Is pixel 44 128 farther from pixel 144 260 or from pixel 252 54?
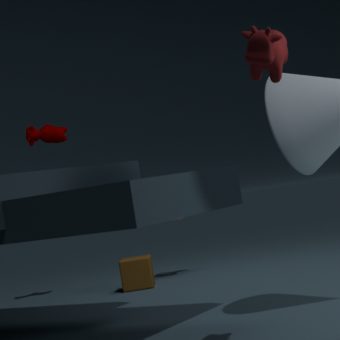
pixel 252 54
